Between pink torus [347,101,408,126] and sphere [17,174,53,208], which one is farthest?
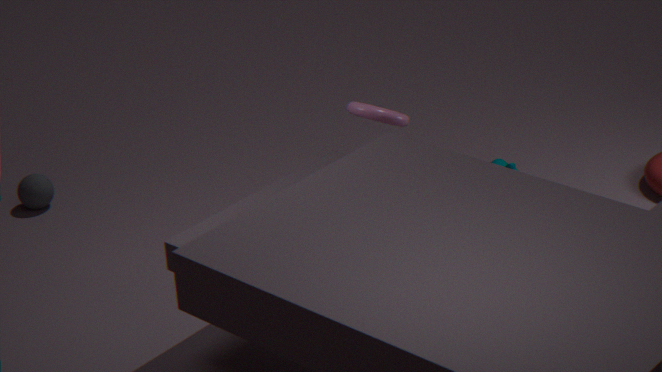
sphere [17,174,53,208]
